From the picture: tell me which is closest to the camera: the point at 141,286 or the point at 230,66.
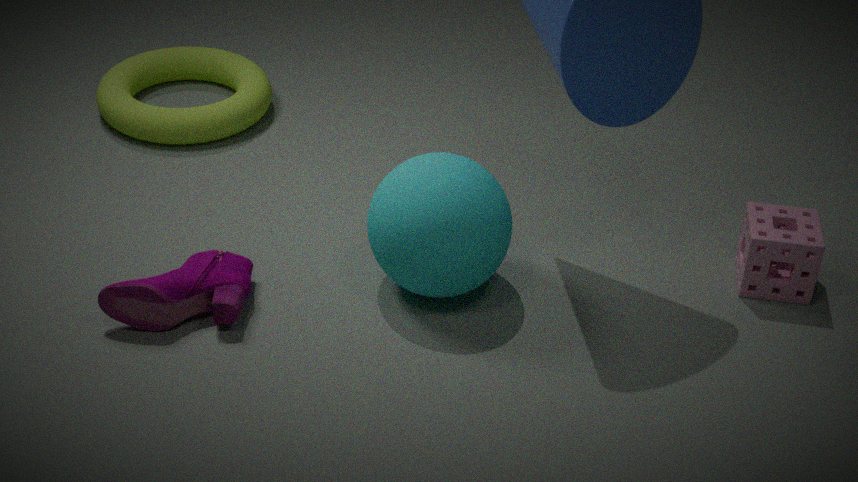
the point at 141,286
